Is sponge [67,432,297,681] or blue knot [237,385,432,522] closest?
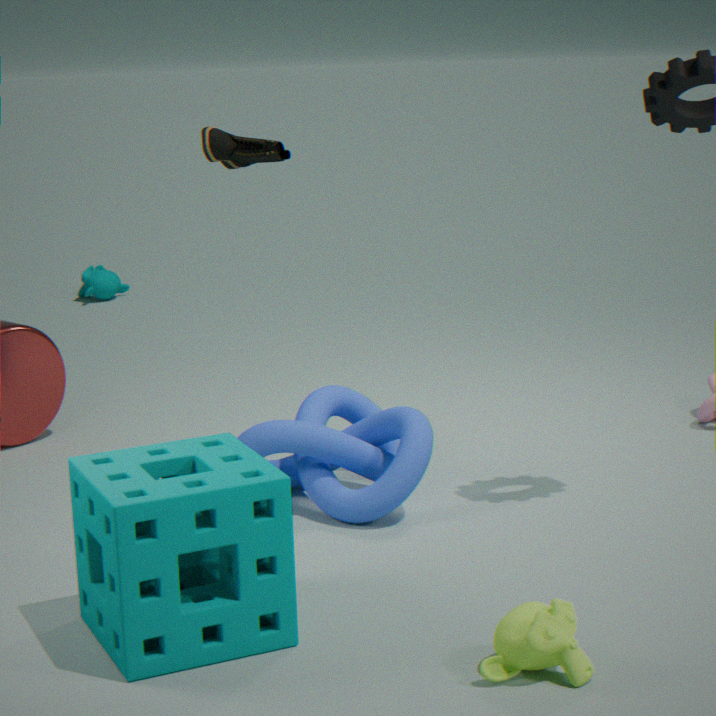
sponge [67,432,297,681]
